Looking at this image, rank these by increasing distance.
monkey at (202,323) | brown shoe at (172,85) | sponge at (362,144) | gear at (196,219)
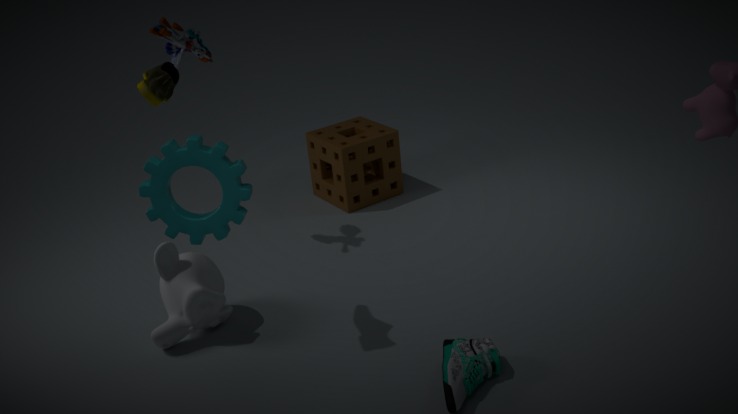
gear at (196,219) → brown shoe at (172,85) → monkey at (202,323) → sponge at (362,144)
